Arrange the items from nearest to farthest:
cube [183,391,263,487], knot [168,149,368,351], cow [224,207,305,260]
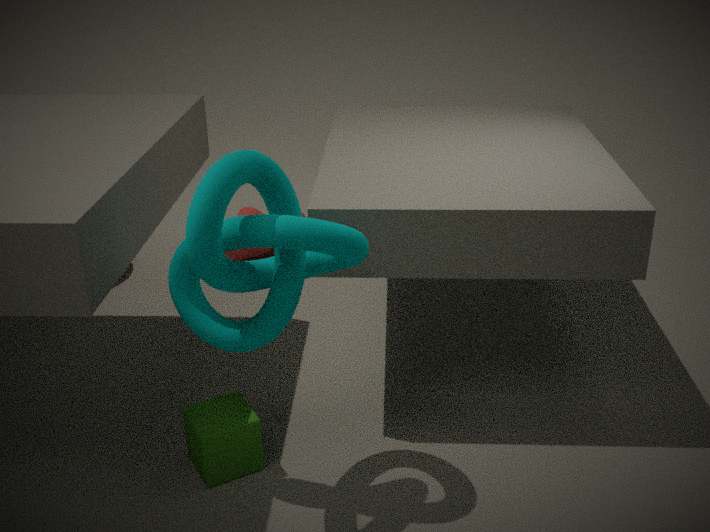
knot [168,149,368,351]
cube [183,391,263,487]
cow [224,207,305,260]
